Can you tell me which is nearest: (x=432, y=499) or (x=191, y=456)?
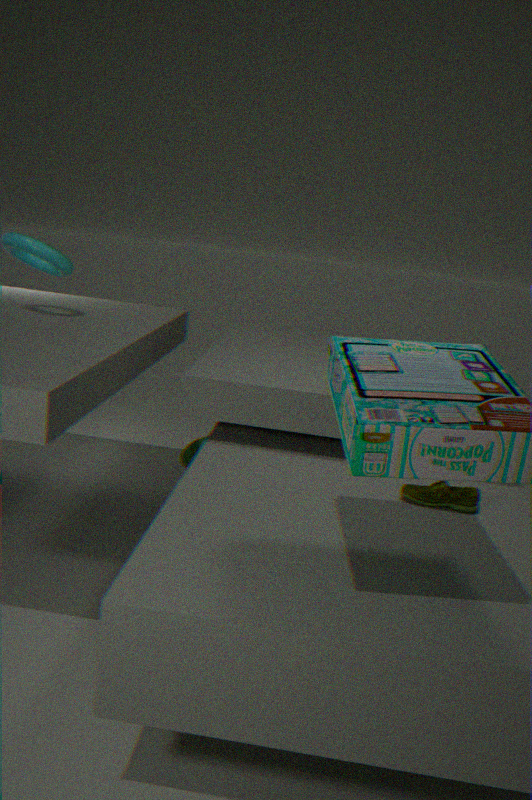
(x=432, y=499)
